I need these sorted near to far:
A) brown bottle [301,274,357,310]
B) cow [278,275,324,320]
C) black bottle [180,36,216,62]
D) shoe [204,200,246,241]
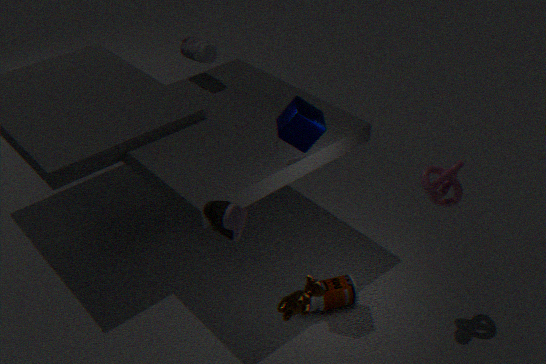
D. shoe [204,200,246,241] → B. cow [278,275,324,320] → A. brown bottle [301,274,357,310] → C. black bottle [180,36,216,62]
